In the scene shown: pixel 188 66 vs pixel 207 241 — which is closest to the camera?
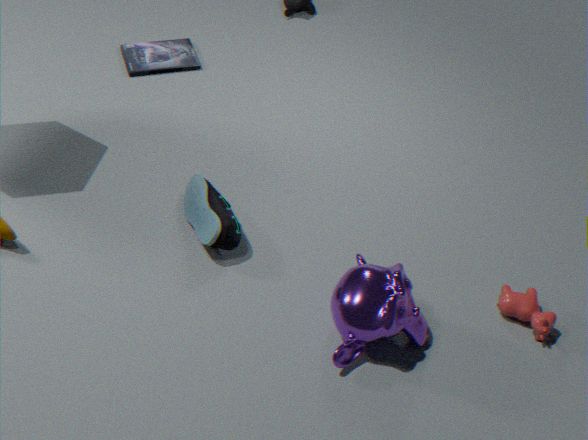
pixel 207 241
